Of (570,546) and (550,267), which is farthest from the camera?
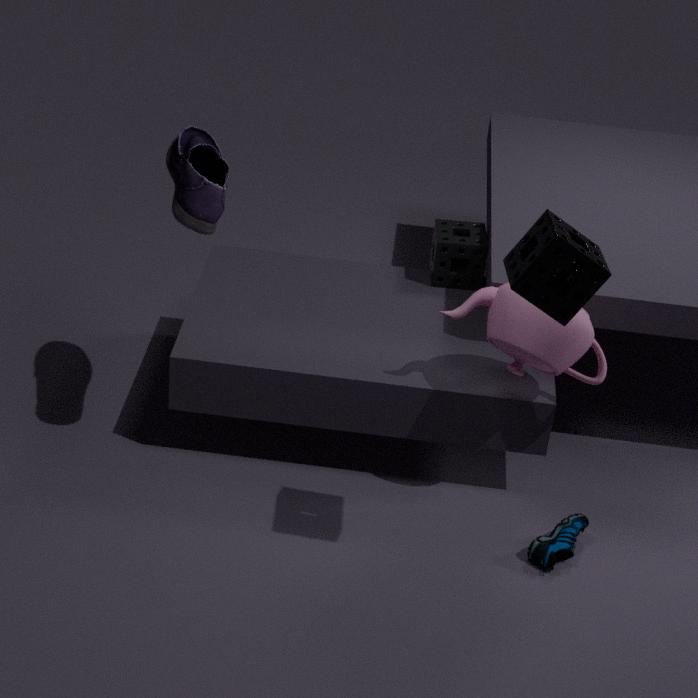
(570,546)
